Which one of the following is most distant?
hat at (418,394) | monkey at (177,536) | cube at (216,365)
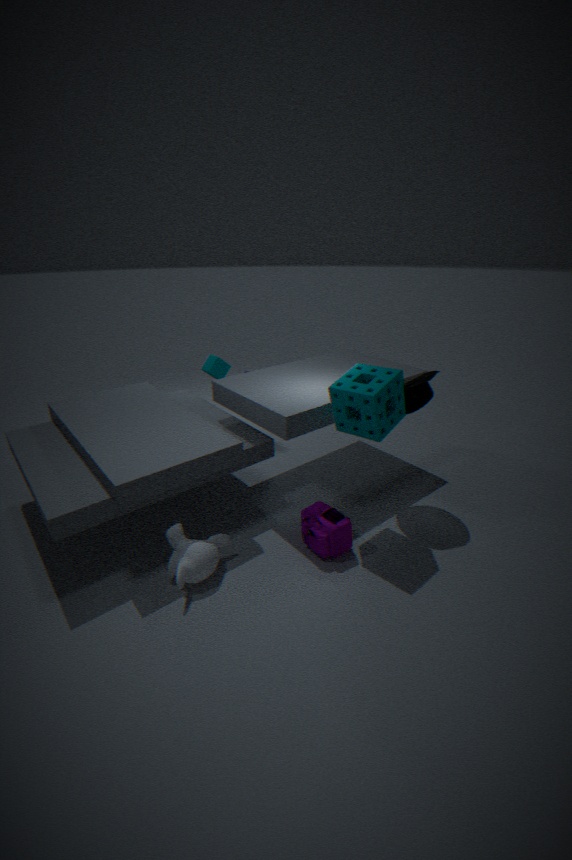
cube at (216,365)
